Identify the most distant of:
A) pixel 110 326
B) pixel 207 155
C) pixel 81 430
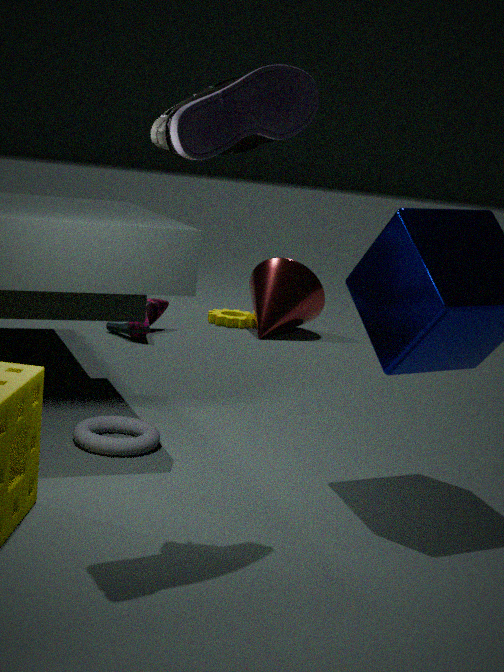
pixel 110 326
